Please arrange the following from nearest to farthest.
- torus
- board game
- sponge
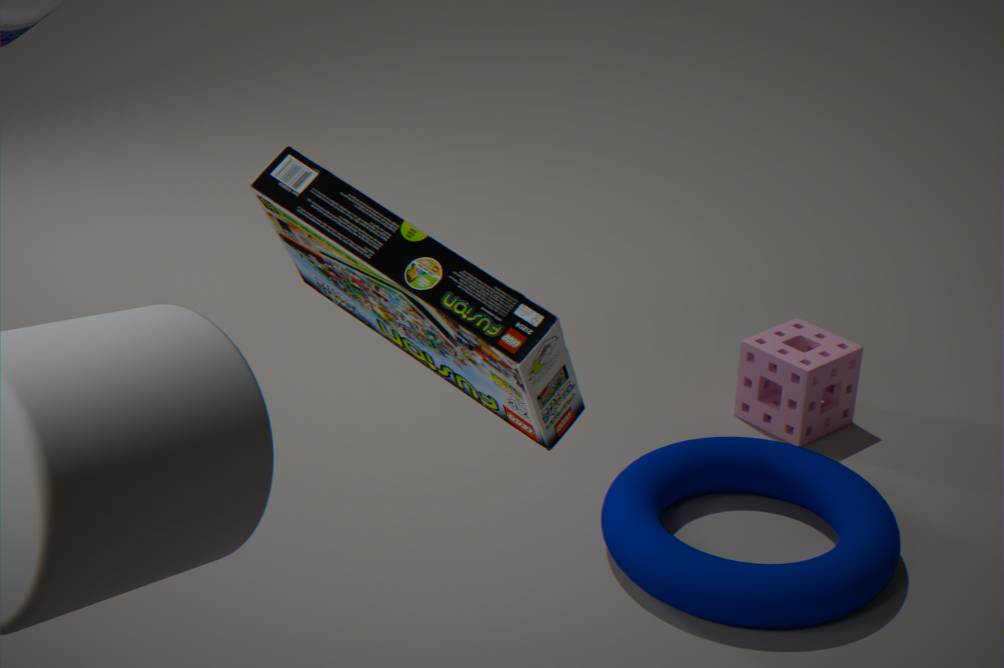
board game < torus < sponge
